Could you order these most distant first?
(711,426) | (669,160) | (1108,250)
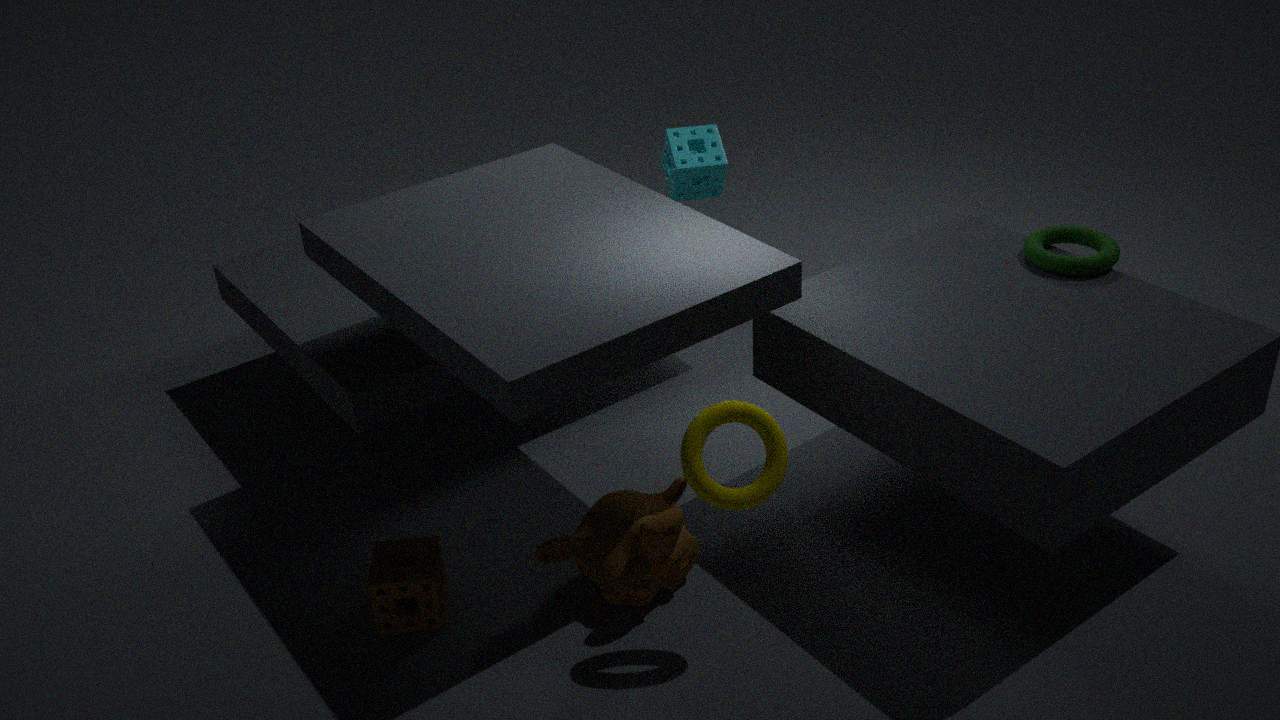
(669,160)
(1108,250)
(711,426)
